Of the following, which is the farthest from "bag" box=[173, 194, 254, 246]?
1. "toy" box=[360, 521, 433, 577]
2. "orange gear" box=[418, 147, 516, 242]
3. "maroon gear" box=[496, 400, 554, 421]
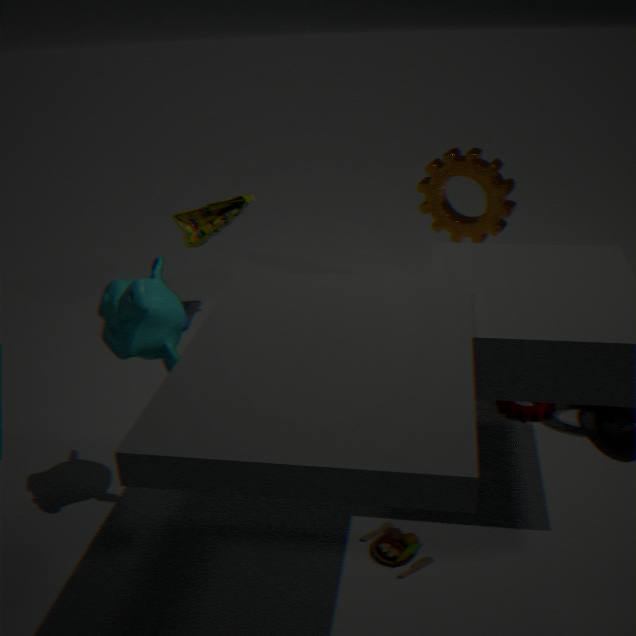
"toy" box=[360, 521, 433, 577]
